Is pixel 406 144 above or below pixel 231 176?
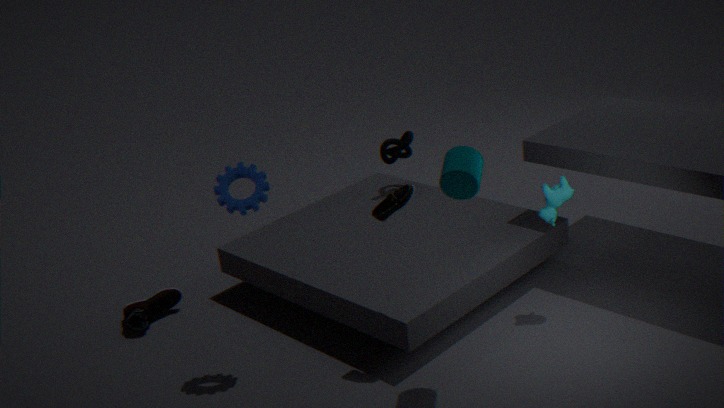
below
